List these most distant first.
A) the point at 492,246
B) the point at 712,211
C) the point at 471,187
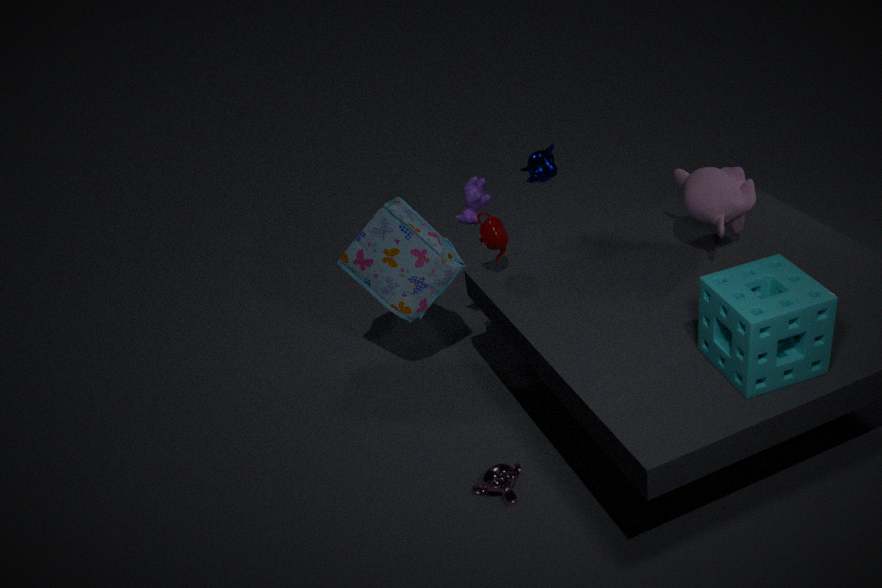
the point at 471,187 → the point at 492,246 → the point at 712,211
